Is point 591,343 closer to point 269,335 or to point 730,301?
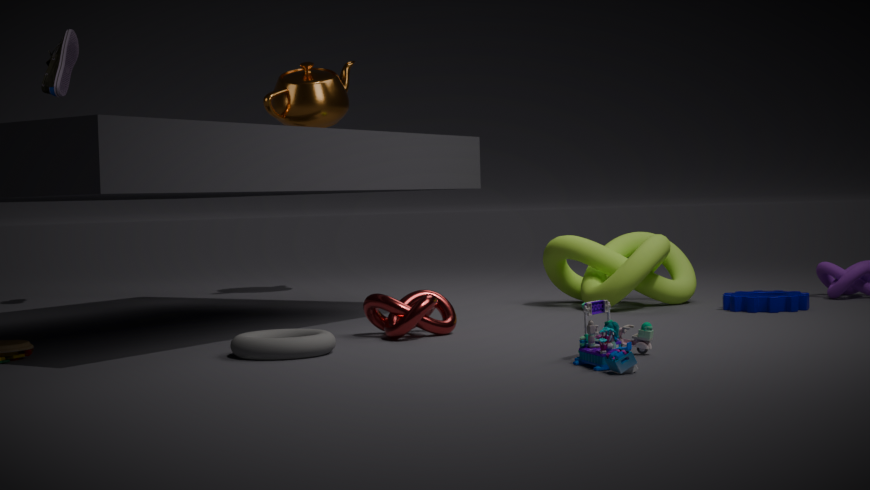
point 269,335
